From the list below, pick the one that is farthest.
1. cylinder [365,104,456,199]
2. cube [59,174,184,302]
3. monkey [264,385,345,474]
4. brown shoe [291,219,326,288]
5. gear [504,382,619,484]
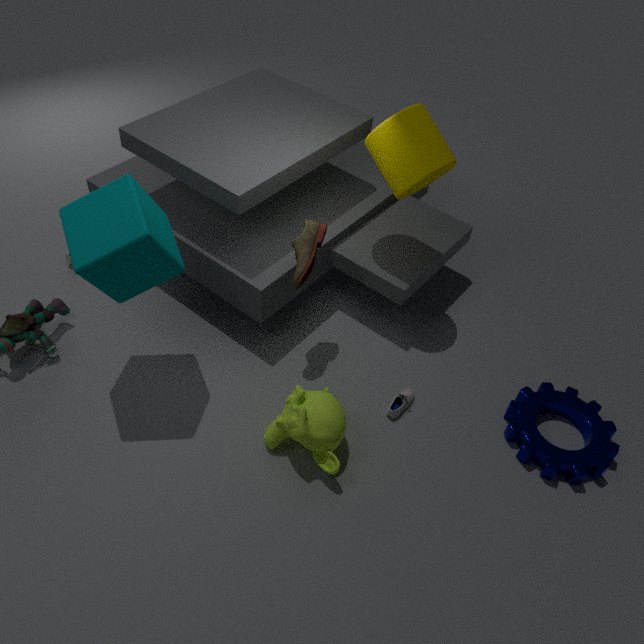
cylinder [365,104,456,199]
